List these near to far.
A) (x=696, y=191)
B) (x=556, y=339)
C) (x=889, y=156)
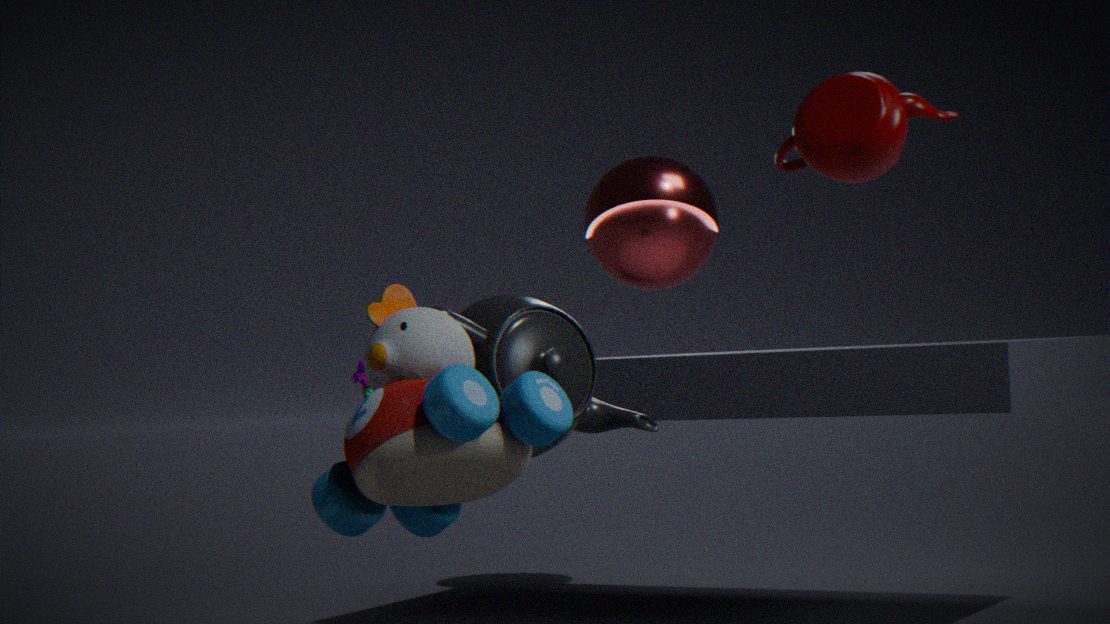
1. (x=889, y=156)
2. (x=556, y=339)
3. (x=696, y=191)
